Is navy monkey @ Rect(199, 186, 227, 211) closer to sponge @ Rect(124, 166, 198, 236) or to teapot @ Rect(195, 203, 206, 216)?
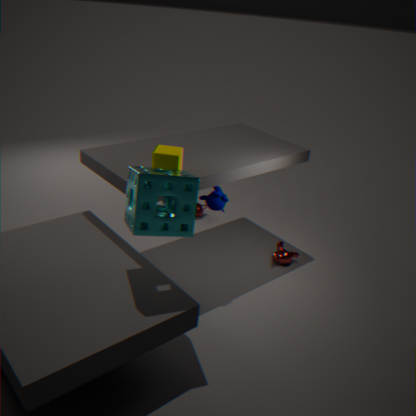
sponge @ Rect(124, 166, 198, 236)
